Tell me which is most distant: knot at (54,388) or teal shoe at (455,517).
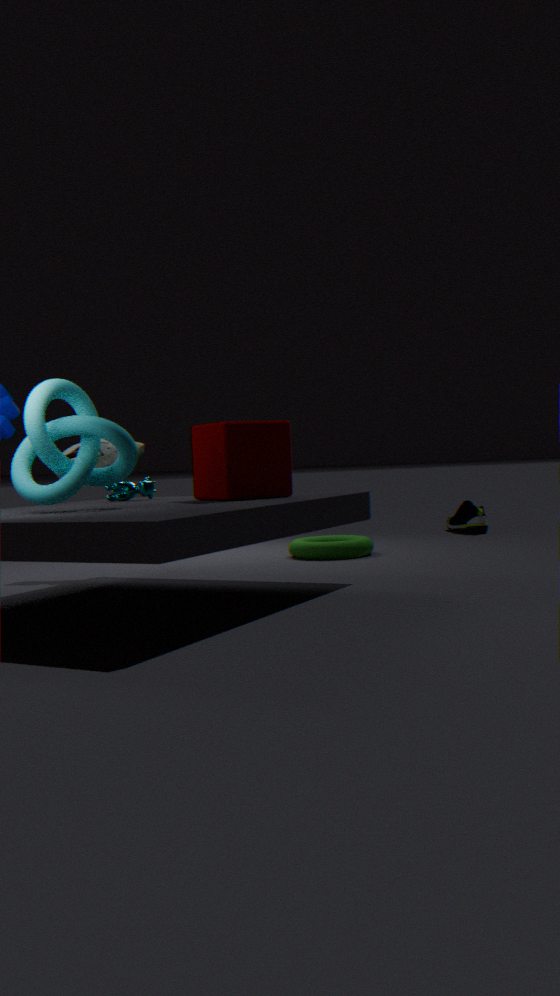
teal shoe at (455,517)
